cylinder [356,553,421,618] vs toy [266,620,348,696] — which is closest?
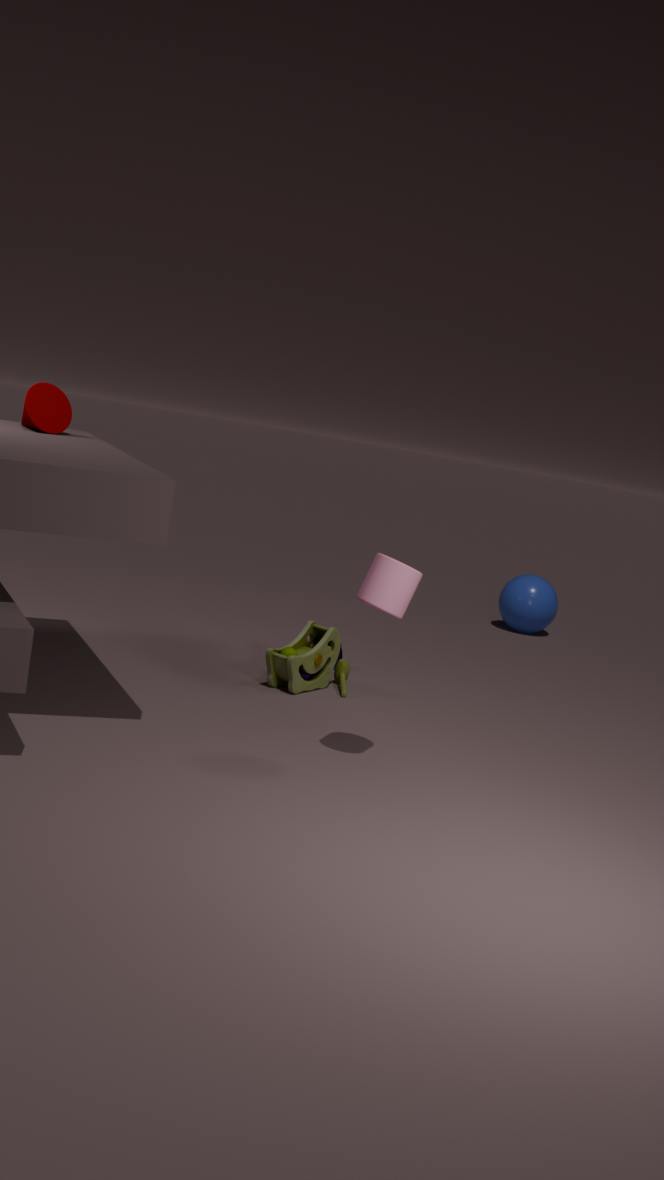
cylinder [356,553,421,618]
